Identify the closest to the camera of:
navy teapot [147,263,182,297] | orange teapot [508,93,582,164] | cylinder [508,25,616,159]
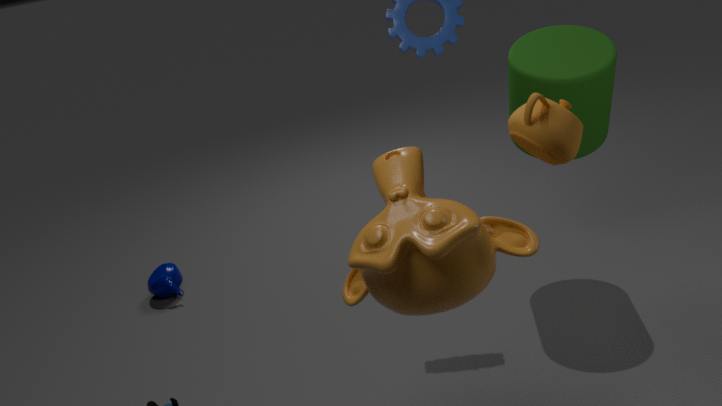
orange teapot [508,93,582,164]
